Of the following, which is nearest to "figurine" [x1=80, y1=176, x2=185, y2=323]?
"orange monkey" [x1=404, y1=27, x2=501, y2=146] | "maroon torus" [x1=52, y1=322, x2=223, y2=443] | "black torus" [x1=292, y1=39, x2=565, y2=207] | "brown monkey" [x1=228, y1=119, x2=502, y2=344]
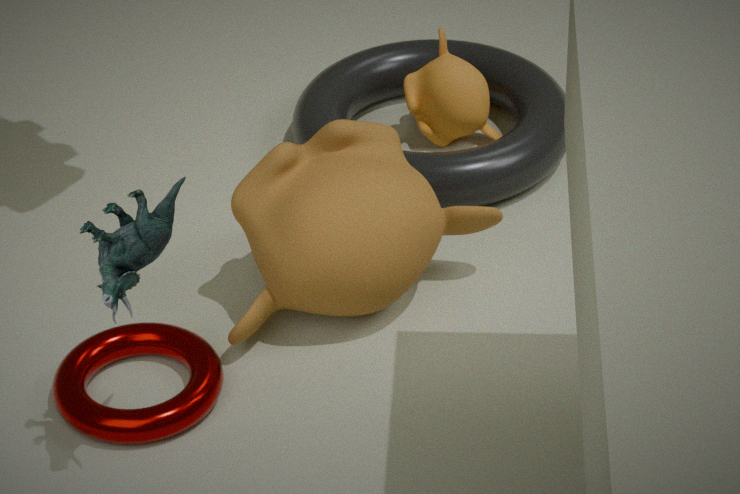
"maroon torus" [x1=52, y1=322, x2=223, y2=443]
